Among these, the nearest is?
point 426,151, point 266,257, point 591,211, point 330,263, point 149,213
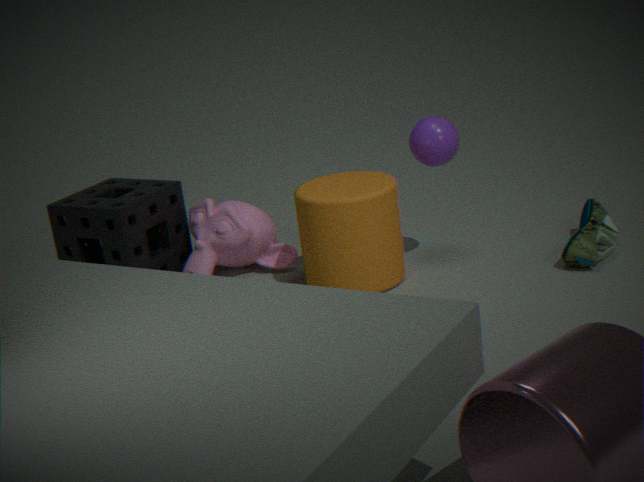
point 330,263
